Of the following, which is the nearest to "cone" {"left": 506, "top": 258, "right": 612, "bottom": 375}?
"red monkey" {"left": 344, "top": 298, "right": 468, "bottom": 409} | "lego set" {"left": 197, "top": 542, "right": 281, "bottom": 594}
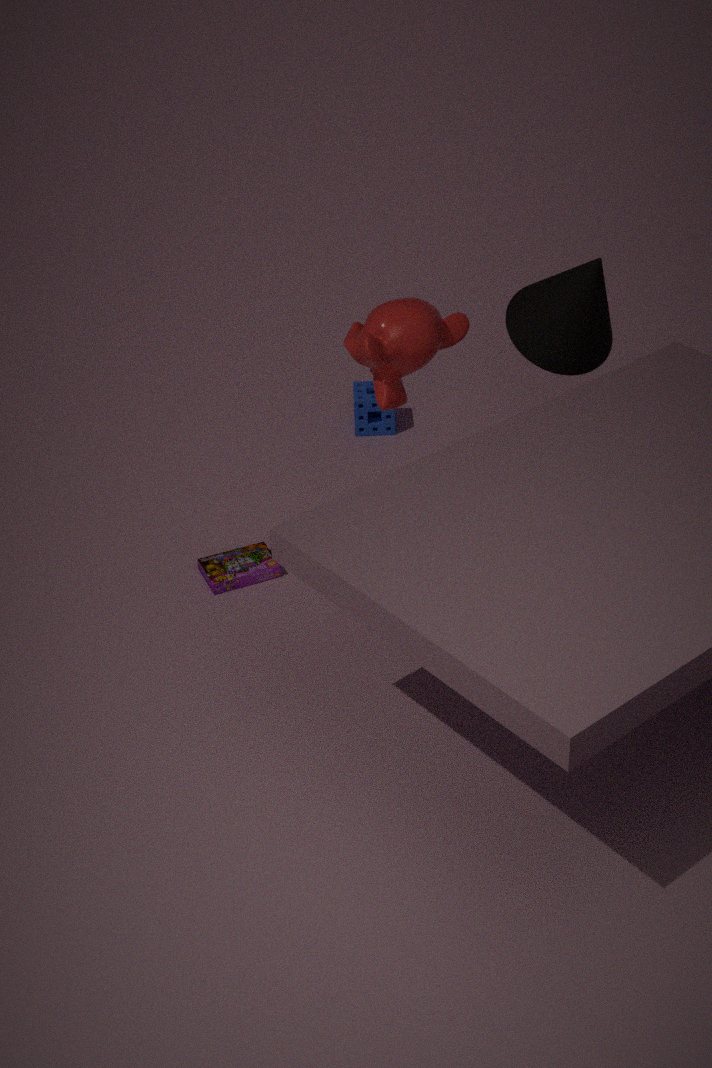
"red monkey" {"left": 344, "top": 298, "right": 468, "bottom": 409}
